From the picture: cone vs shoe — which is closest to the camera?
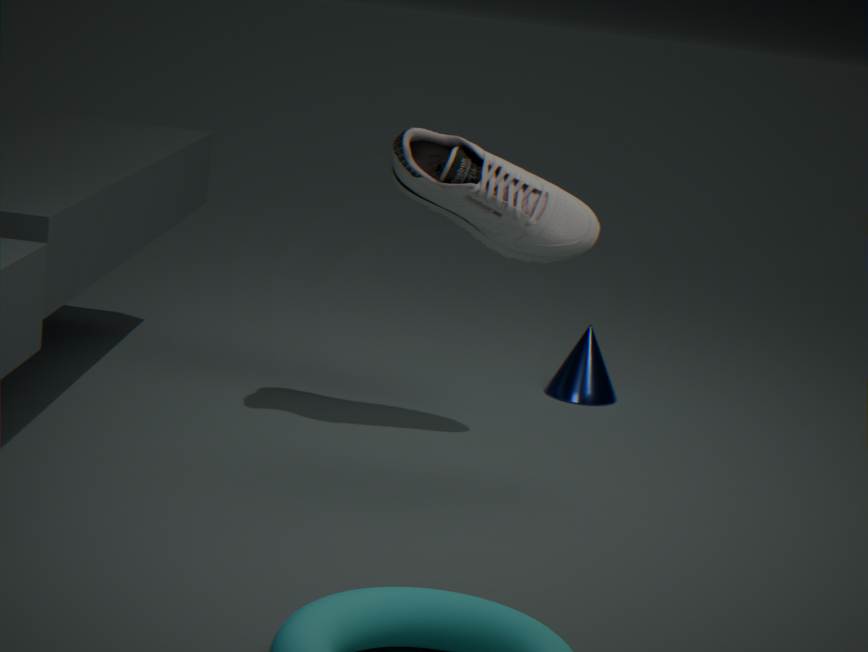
shoe
